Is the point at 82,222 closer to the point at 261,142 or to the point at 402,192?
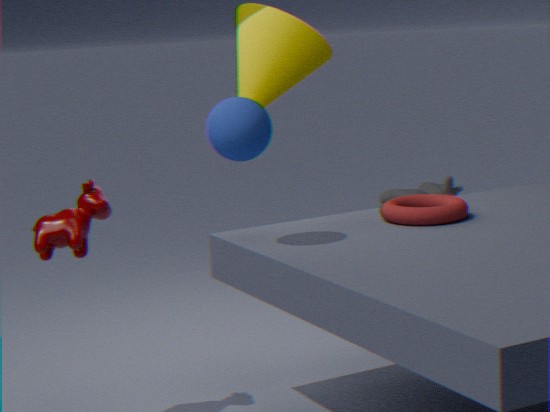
the point at 261,142
